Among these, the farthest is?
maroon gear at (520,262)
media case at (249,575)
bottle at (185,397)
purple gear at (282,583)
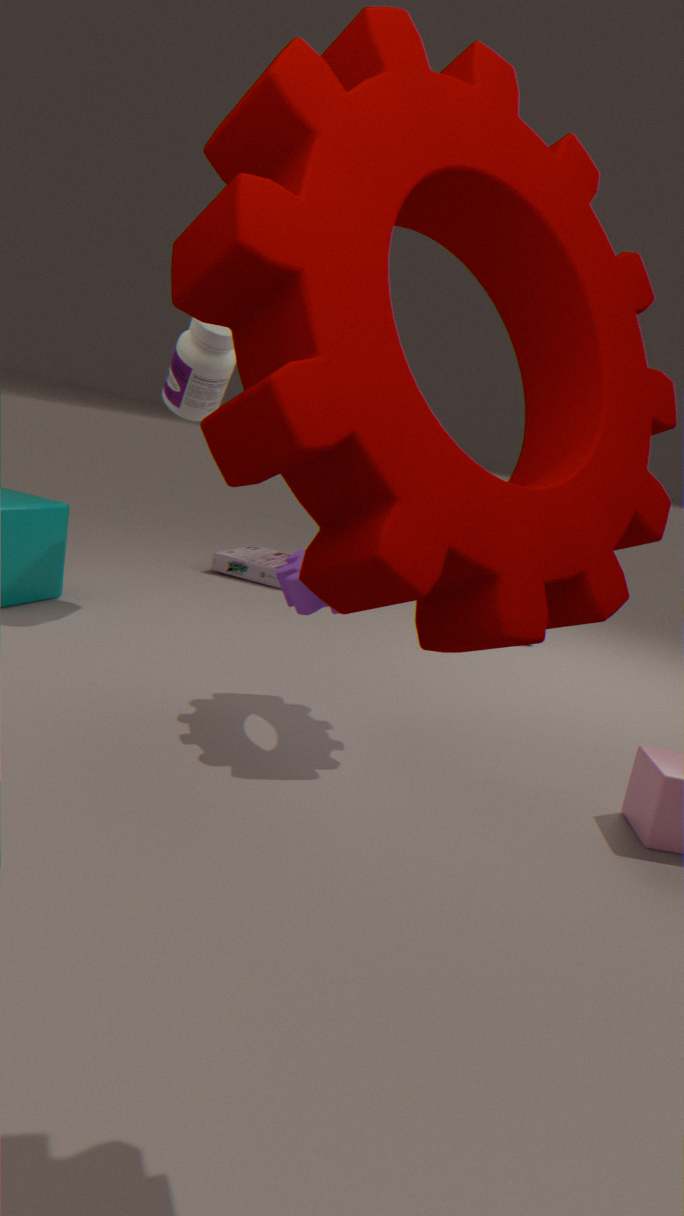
media case at (249,575)
